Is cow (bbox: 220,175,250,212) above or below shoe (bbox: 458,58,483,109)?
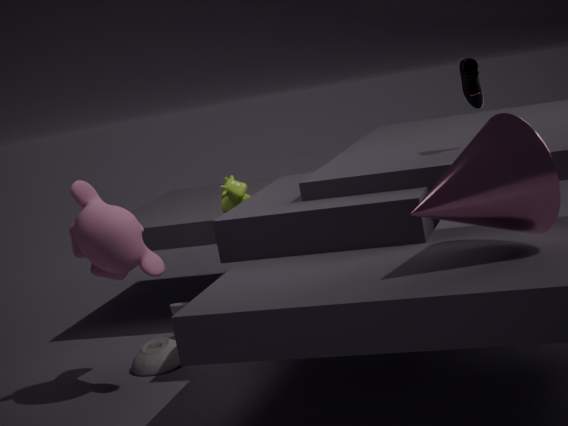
below
